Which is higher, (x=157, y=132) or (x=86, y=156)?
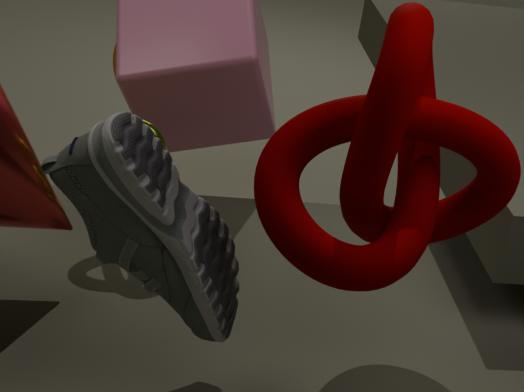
(x=86, y=156)
